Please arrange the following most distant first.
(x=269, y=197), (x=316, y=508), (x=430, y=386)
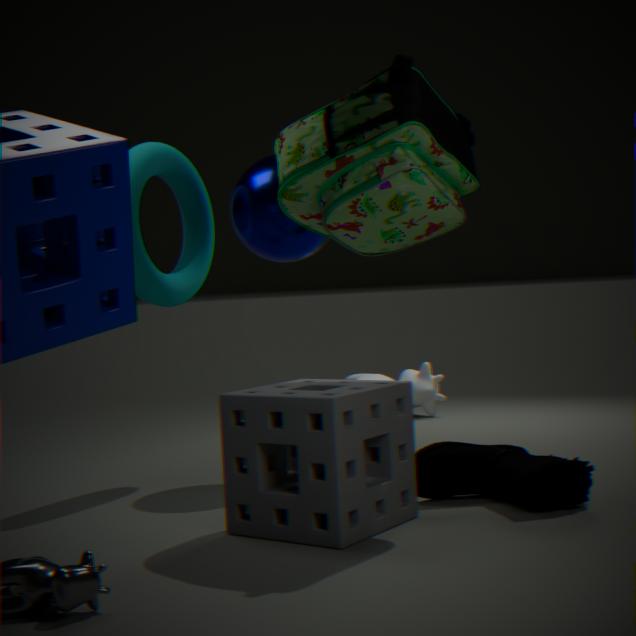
(x=430, y=386), (x=269, y=197), (x=316, y=508)
